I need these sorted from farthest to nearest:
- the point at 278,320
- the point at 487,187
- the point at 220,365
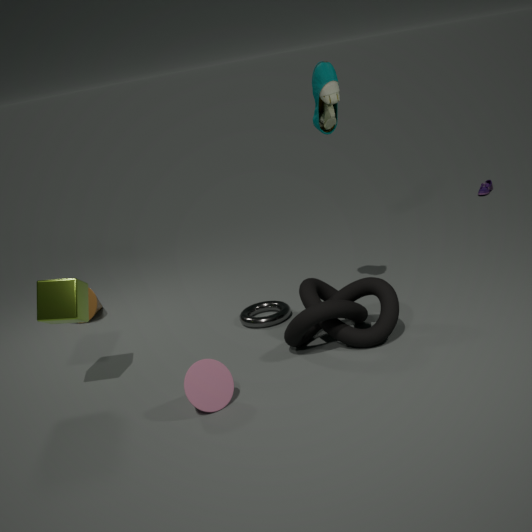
the point at 487,187
the point at 278,320
the point at 220,365
